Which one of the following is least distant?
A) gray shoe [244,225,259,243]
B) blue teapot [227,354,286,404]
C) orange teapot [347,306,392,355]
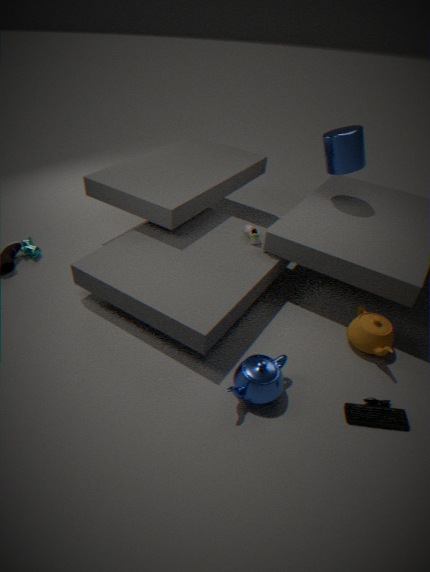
blue teapot [227,354,286,404]
